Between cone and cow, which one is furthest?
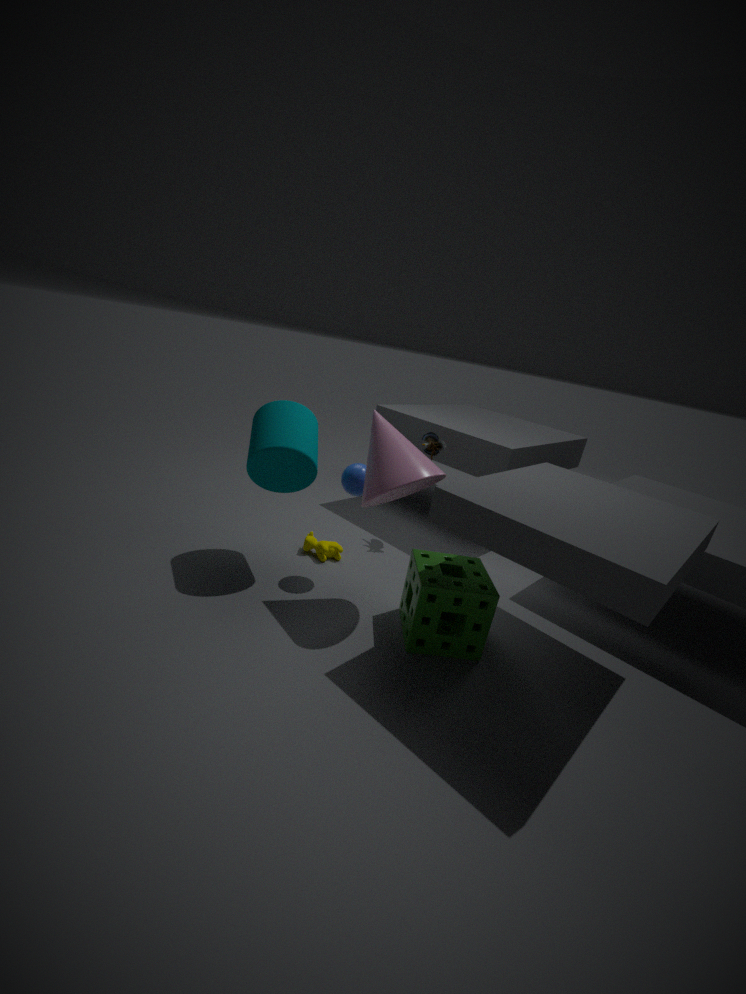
cow
